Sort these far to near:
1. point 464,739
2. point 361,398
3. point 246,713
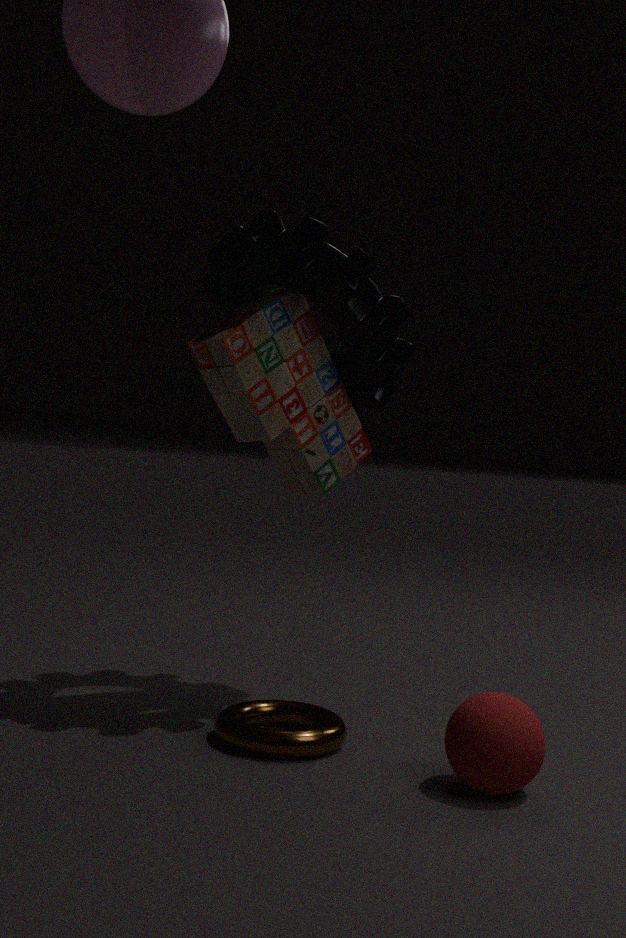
point 361,398, point 246,713, point 464,739
